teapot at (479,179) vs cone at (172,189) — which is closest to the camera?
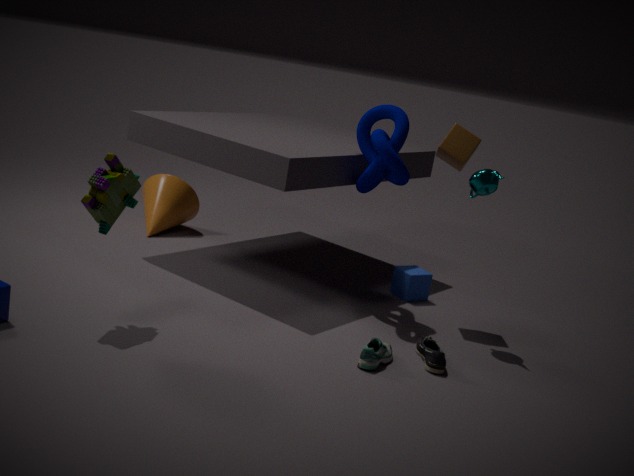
teapot at (479,179)
